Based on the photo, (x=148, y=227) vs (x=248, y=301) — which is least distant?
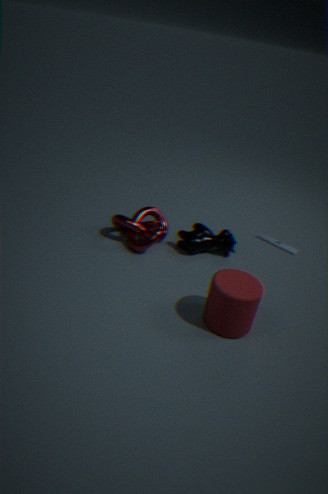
(x=248, y=301)
